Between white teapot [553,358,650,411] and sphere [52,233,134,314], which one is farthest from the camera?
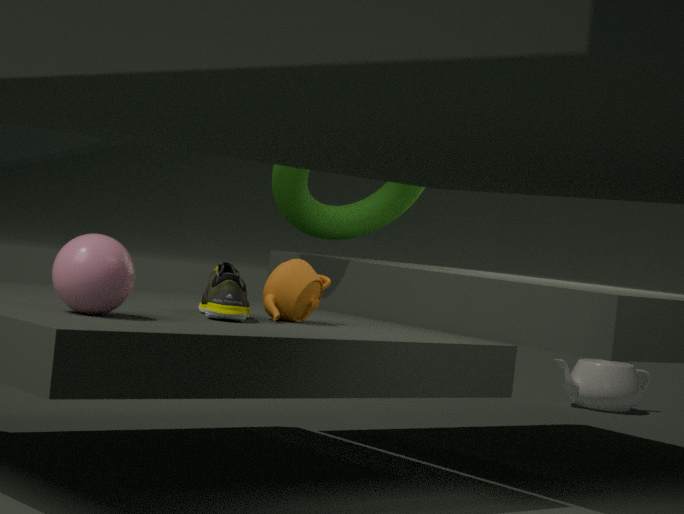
white teapot [553,358,650,411]
